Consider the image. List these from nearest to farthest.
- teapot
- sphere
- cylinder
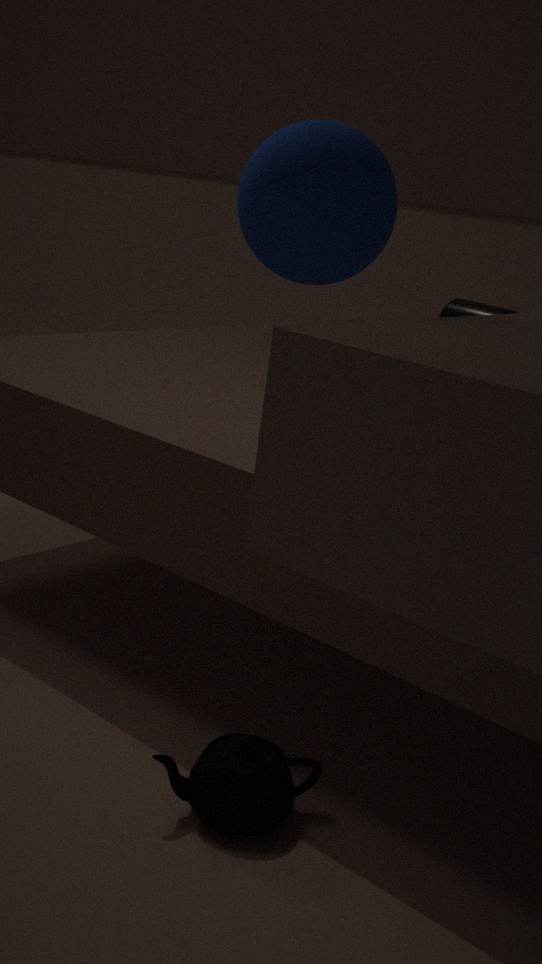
1. sphere
2. teapot
3. cylinder
